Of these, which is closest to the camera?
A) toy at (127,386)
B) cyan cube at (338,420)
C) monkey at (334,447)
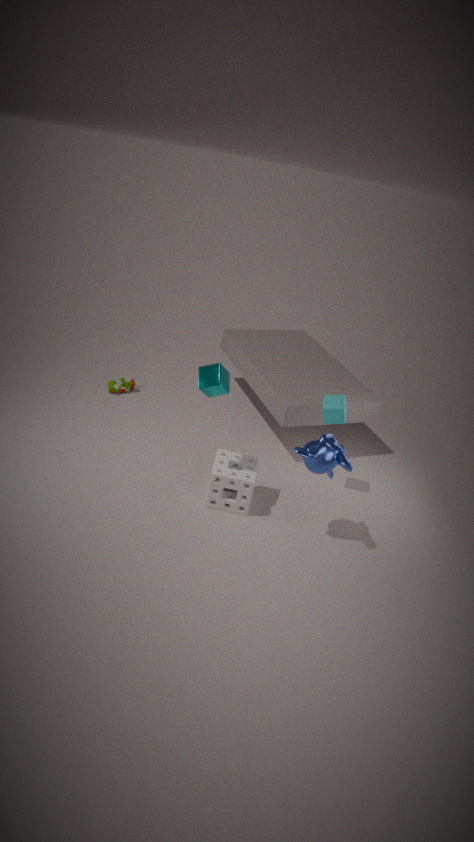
monkey at (334,447)
